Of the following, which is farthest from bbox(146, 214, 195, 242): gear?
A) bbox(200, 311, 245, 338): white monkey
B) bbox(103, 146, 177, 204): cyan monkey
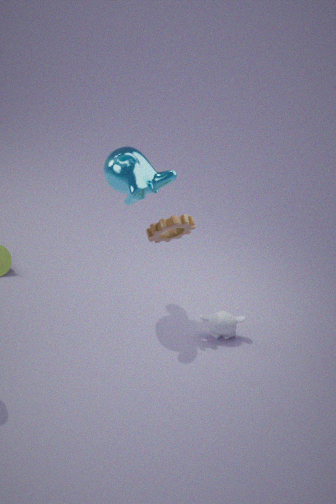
bbox(200, 311, 245, 338): white monkey
